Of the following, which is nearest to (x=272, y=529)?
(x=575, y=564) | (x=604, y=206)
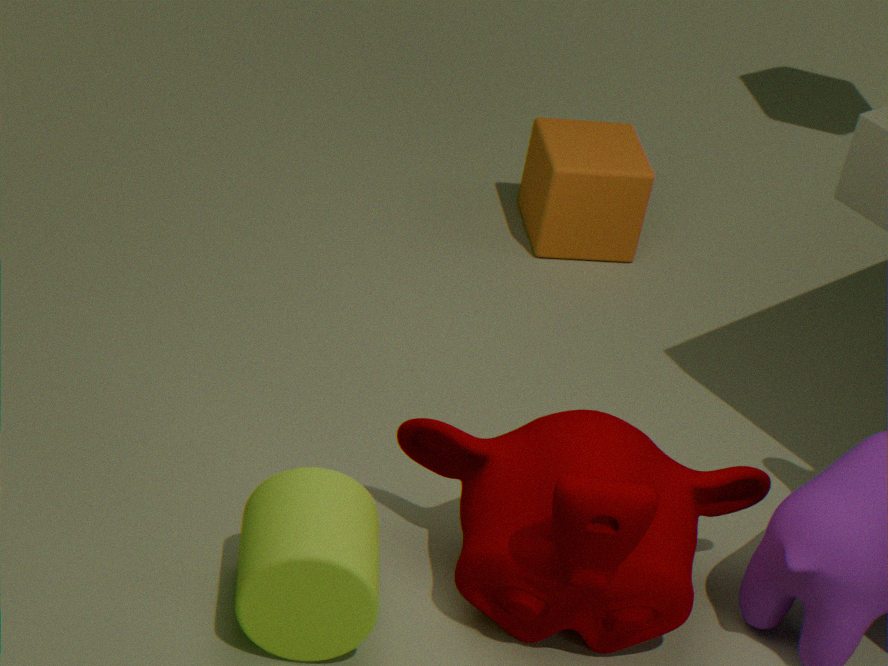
(x=575, y=564)
